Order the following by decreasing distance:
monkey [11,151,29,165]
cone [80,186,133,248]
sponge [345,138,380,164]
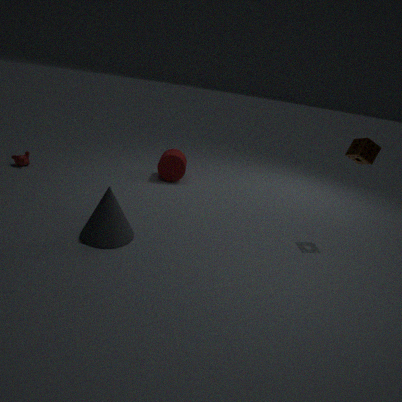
monkey [11,151,29,165]
sponge [345,138,380,164]
cone [80,186,133,248]
